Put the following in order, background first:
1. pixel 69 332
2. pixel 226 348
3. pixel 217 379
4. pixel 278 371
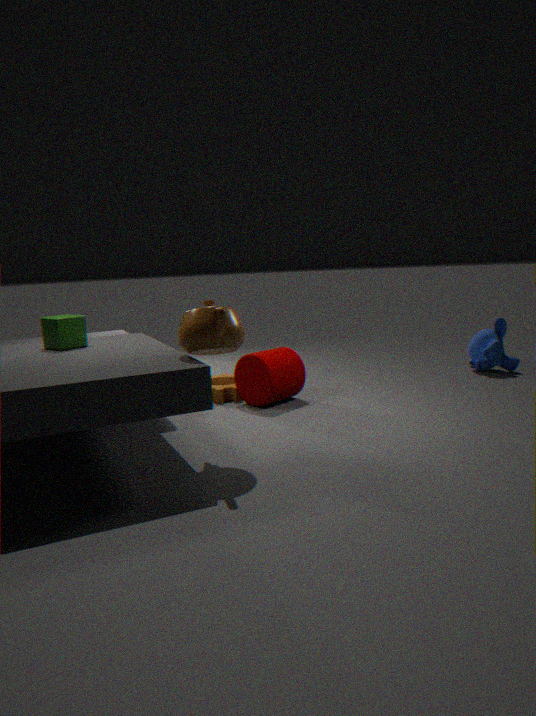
pixel 217 379 < pixel 278 371 < pixel 69 332 < pixel 226 348
